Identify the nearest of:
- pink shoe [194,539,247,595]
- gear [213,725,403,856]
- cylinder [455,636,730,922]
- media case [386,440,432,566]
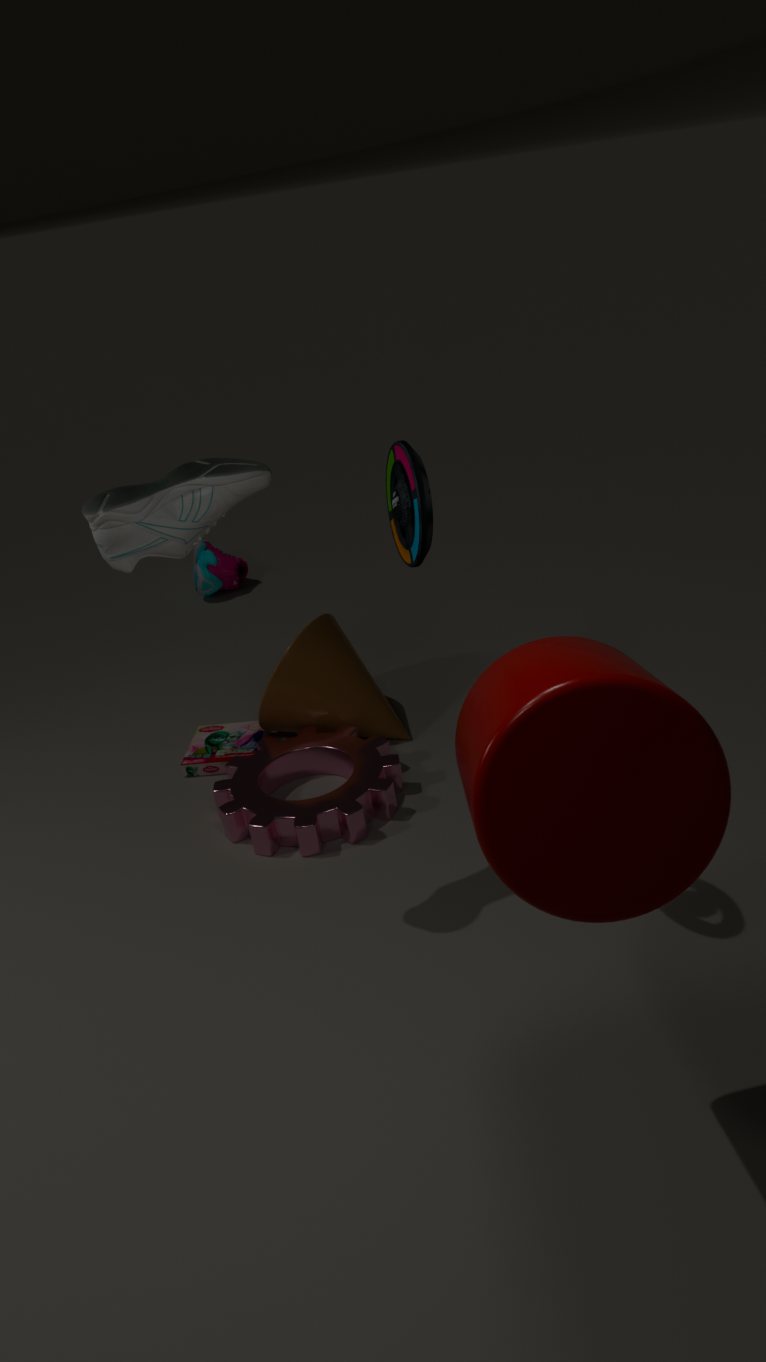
cylinder [455,636,730,922]
